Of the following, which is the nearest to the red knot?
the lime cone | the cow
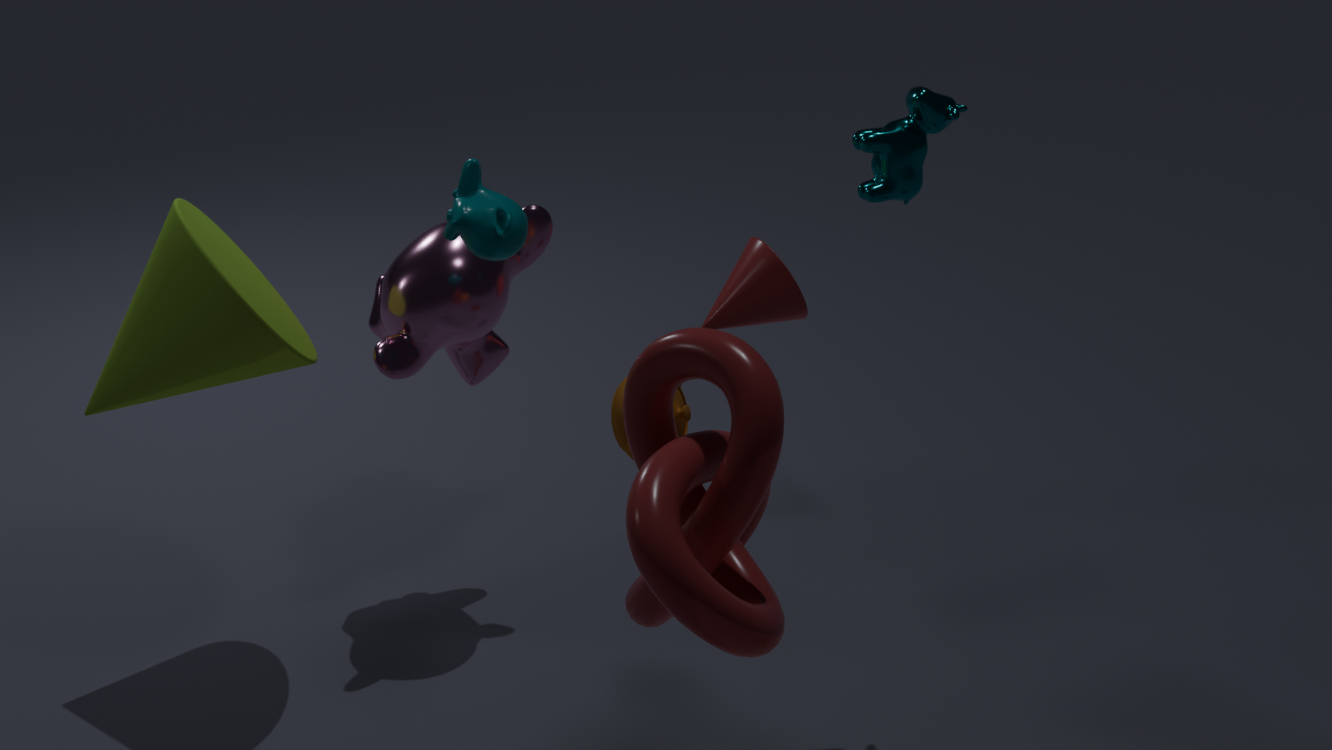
the cow
